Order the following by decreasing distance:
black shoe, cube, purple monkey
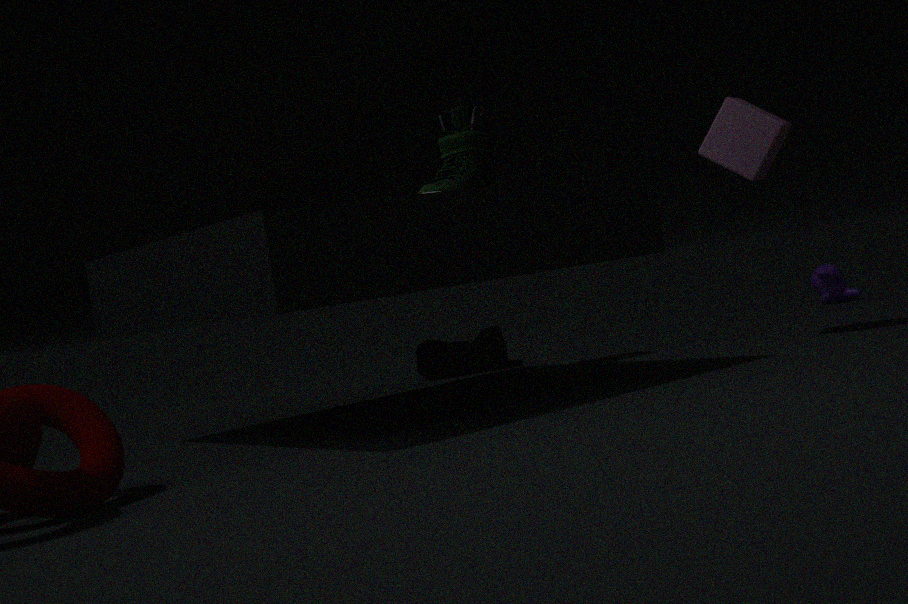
purple monkey < black shoe < cube
